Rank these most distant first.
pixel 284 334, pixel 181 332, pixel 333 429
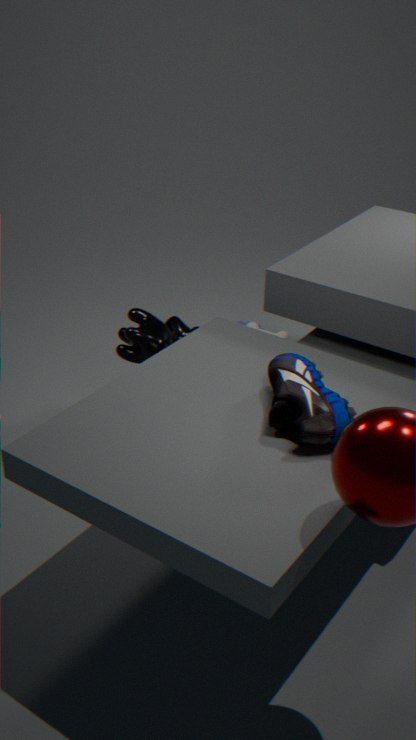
pixel 284 334, pixel 181 332, pixel 333 429
